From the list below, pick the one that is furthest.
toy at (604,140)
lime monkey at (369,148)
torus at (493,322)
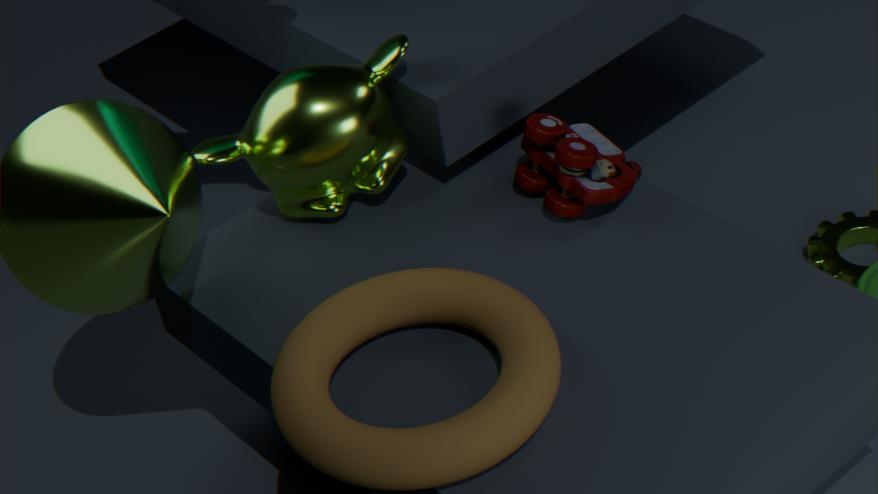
lime monkey at (369,148)
